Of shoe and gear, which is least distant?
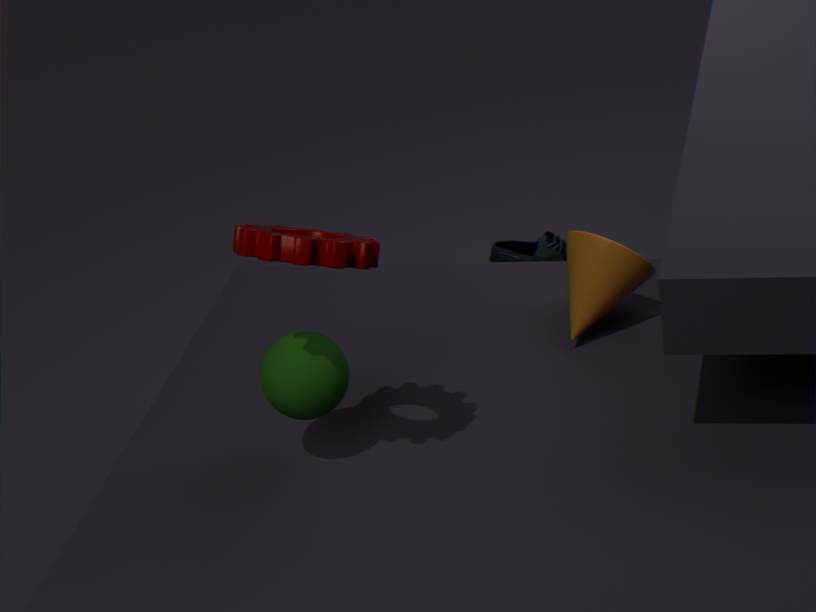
gear
